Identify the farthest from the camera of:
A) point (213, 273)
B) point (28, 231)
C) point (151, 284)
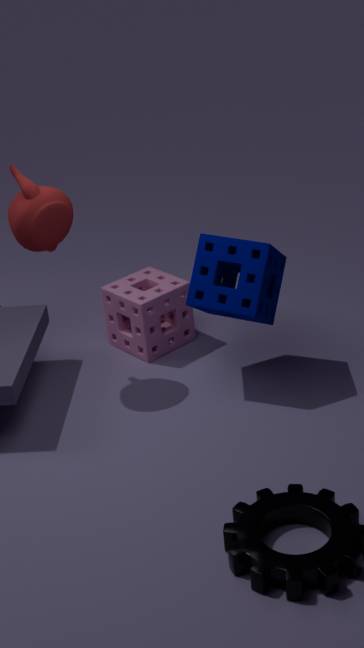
point (151, 284)
